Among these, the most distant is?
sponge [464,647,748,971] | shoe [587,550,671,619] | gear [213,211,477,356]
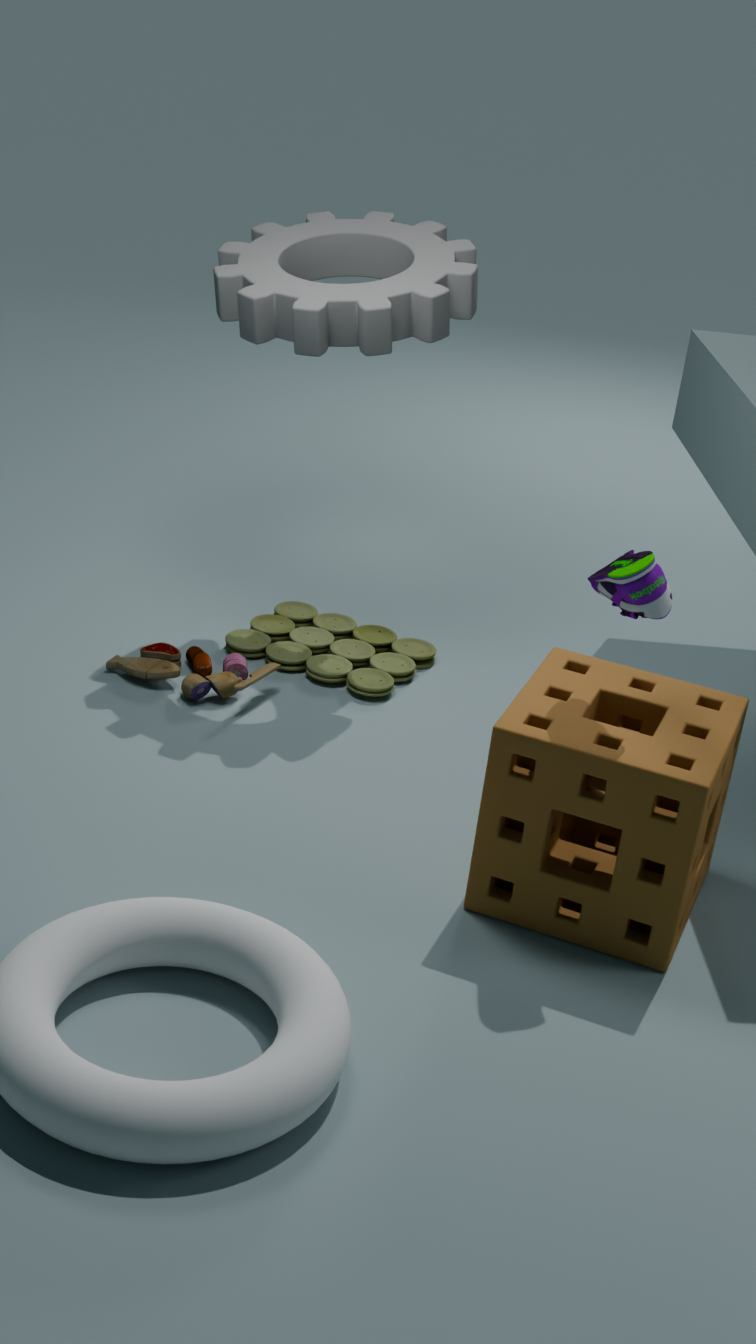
gear [213,211,477,356]
